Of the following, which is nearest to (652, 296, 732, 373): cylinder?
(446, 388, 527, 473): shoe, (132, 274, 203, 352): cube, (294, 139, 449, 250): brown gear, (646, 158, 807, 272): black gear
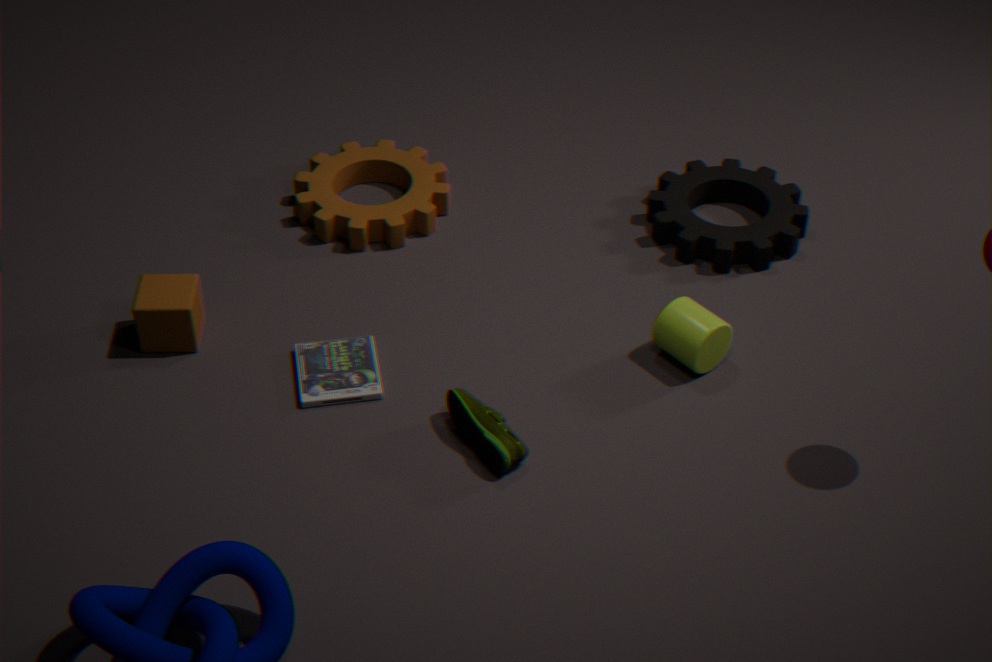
(646, 158, 807, 272): black gear
